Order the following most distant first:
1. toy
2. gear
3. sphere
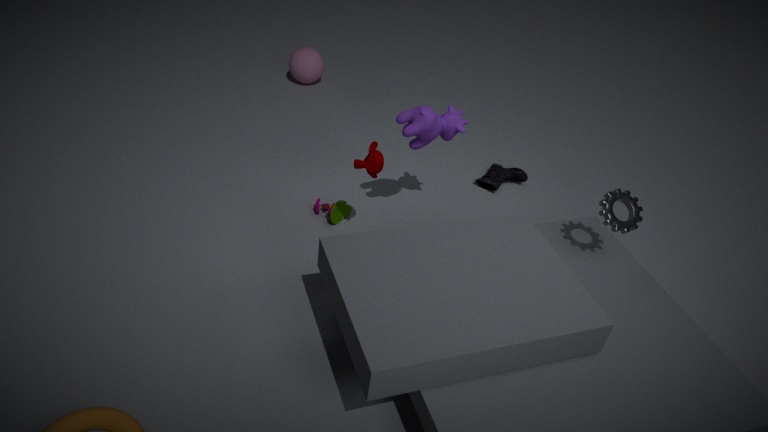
1. sphere
2. toy
3. gear
